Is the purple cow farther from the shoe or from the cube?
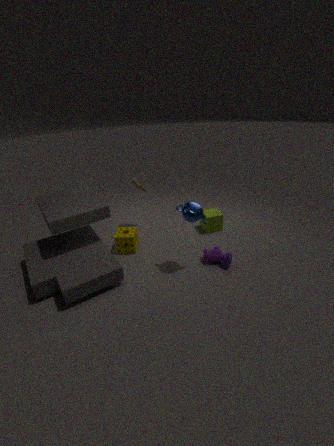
the shoe
